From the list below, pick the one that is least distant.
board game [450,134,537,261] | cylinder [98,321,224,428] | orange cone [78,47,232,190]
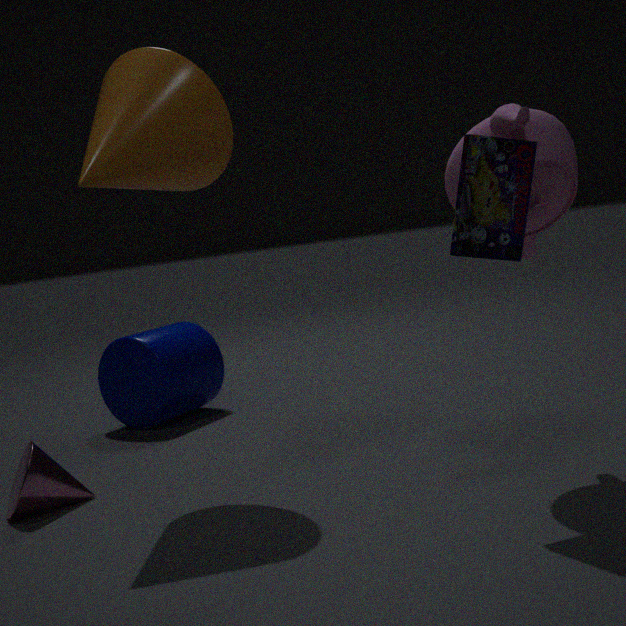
board game [450,134,537,261]
